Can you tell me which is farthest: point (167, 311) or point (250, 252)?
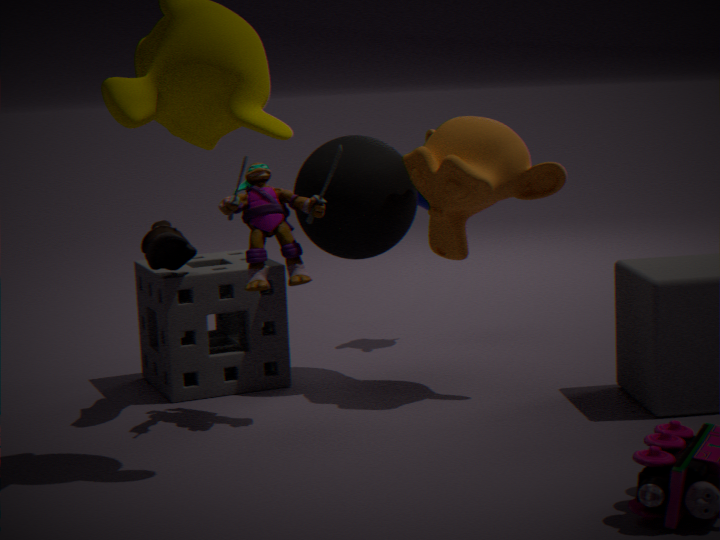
point (167, 311)
